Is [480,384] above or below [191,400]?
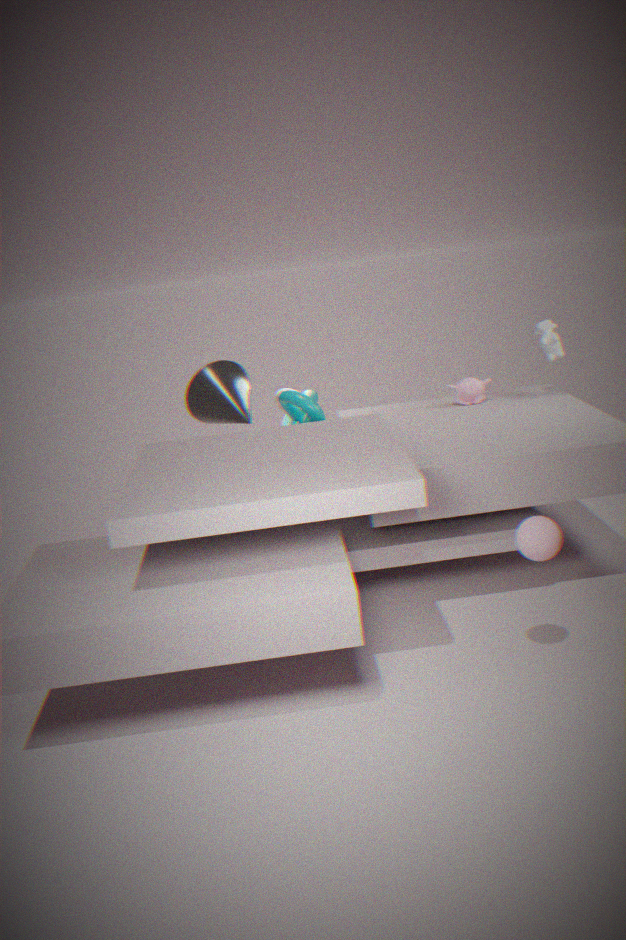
below
